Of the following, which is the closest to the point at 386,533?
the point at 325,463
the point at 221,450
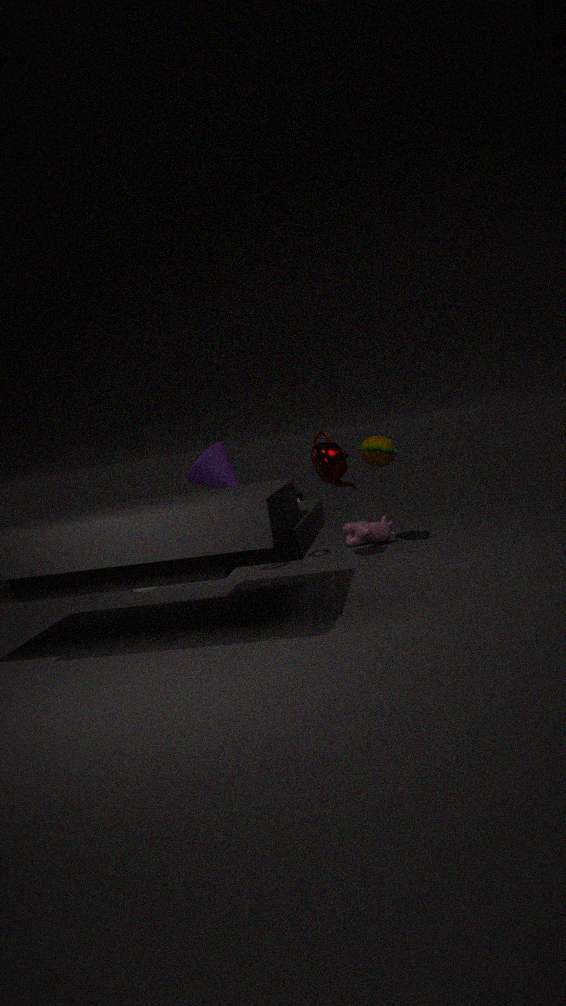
the point at 325,463
